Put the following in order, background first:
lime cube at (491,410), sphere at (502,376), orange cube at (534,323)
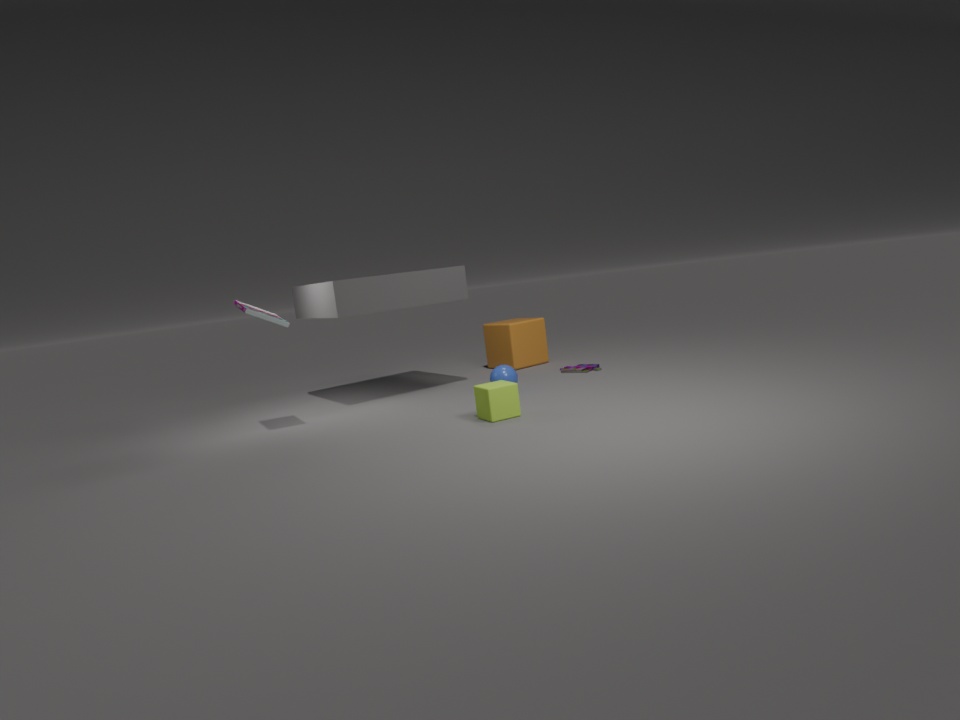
1. orange cube at (534,323)
2. sphere at (502,376)
3. lime cube at (491,410)
